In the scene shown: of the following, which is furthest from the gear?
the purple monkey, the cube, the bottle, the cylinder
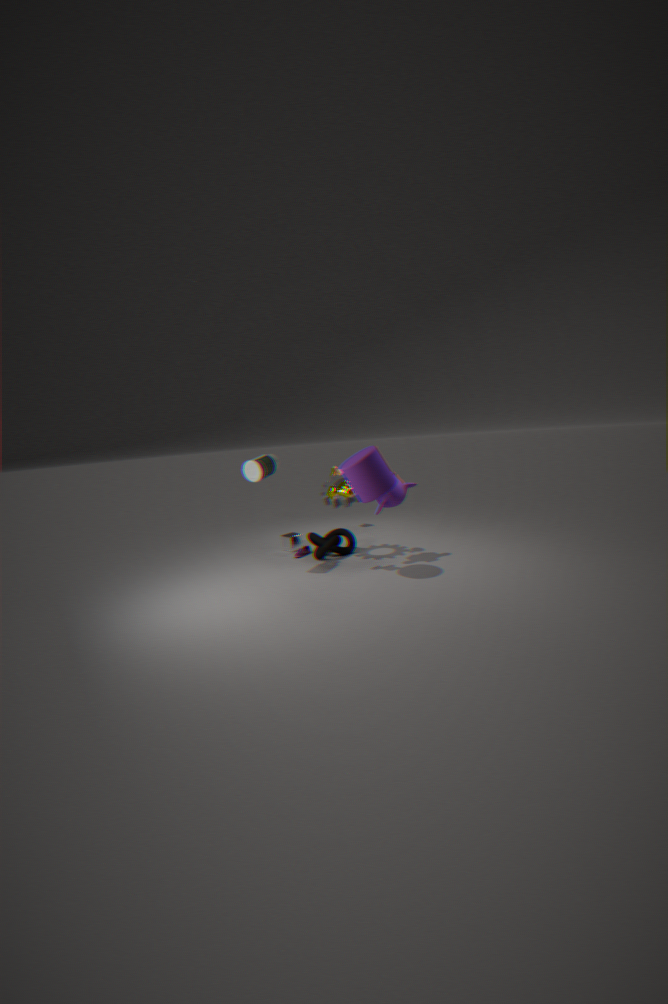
the cube
